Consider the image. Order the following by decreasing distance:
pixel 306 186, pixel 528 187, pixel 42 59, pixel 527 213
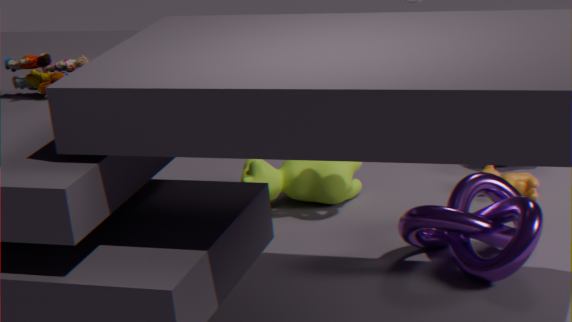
pixel 306 186
pixel 528 187
pixel 42 59
pixel 527 213
